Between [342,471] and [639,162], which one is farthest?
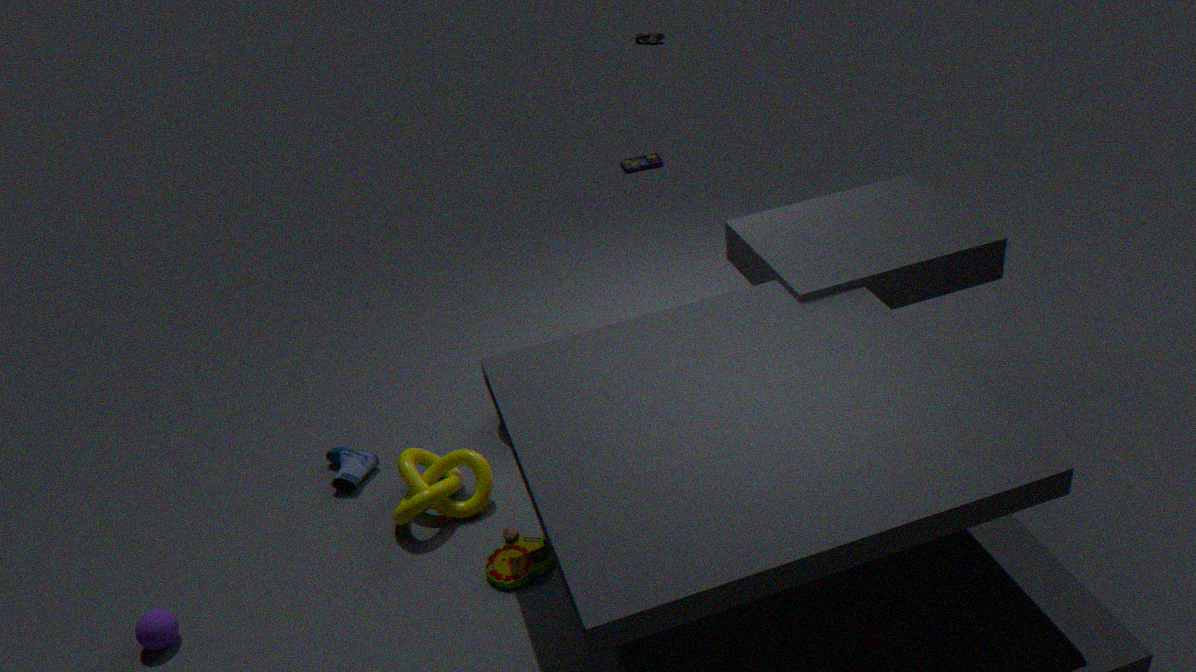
[639,162]
